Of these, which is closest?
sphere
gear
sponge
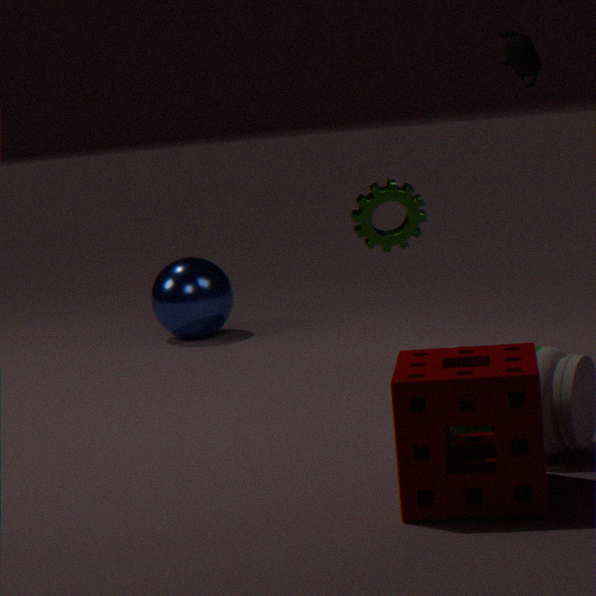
sponge
